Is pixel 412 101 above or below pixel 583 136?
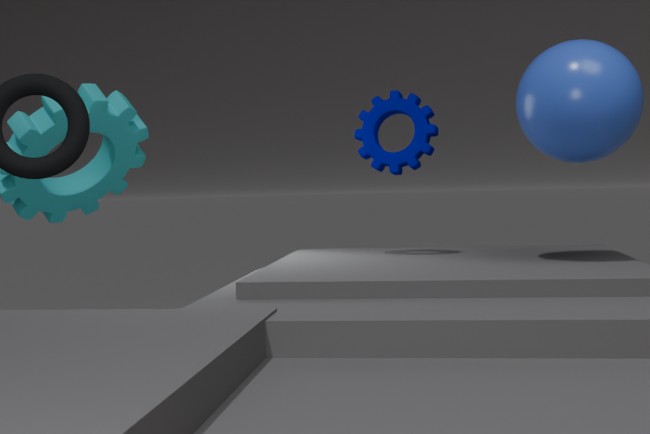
below
